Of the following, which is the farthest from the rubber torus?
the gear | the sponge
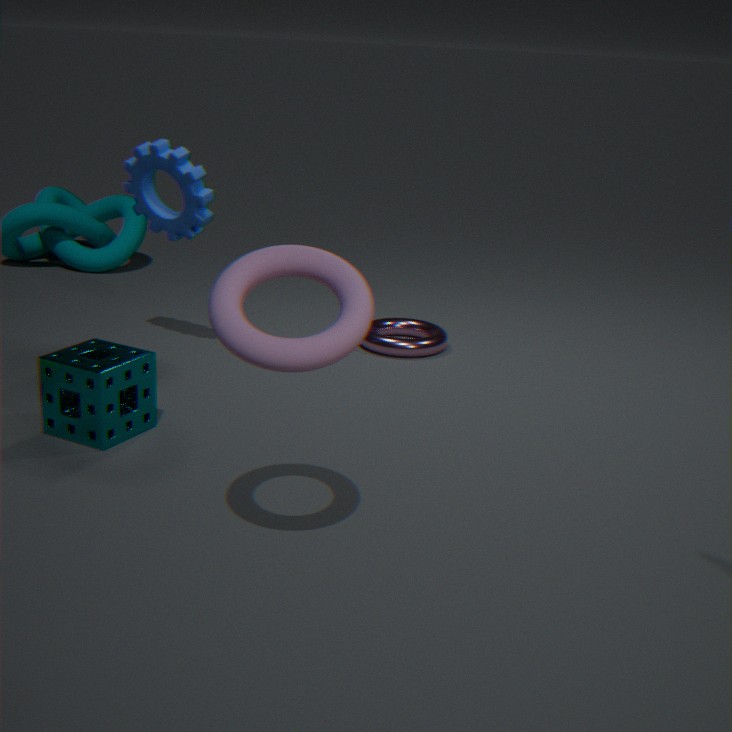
the gear
